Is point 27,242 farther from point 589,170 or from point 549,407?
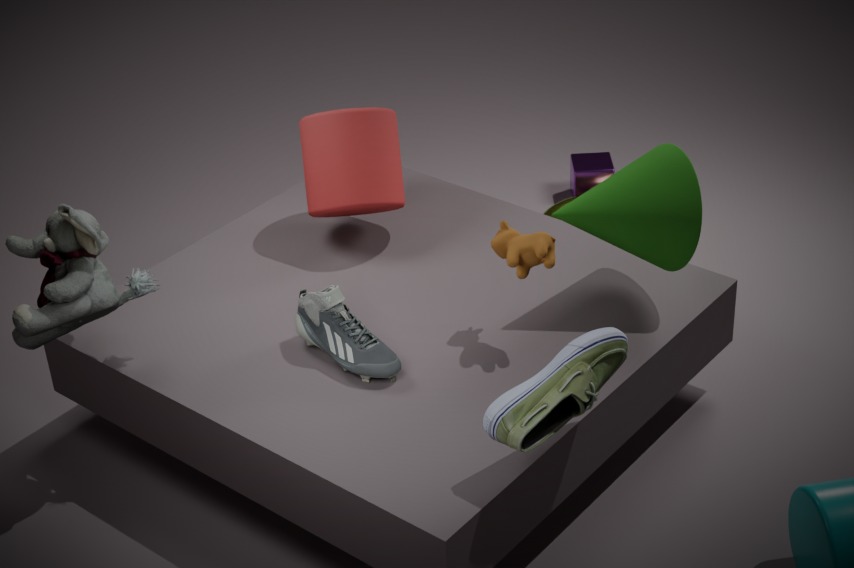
point 589,170
